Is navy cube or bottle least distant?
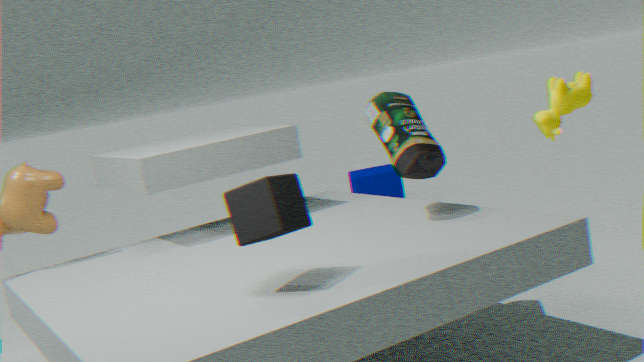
bottle
